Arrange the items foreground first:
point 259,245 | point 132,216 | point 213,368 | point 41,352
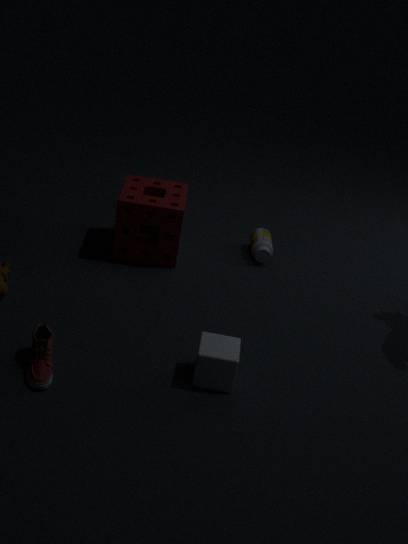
point 41,352
point 213,368
point 132,216
point 259,245
